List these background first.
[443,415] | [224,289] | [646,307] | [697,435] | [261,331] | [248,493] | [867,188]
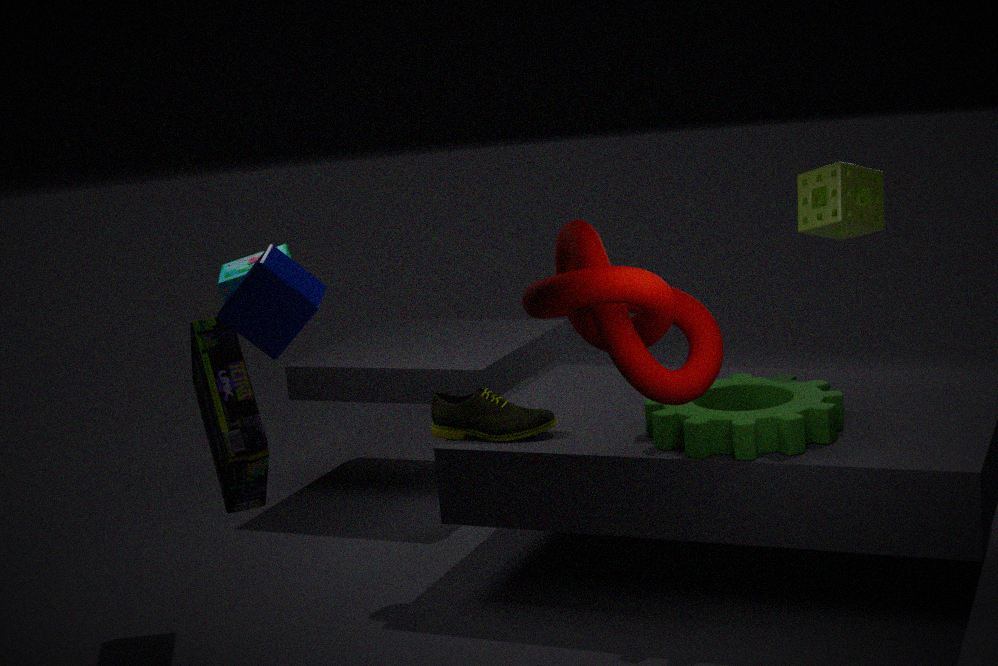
[867,188] → [443,415] → [224,289] → [697,435] → [248,493] → [261,331] → [646,307]
